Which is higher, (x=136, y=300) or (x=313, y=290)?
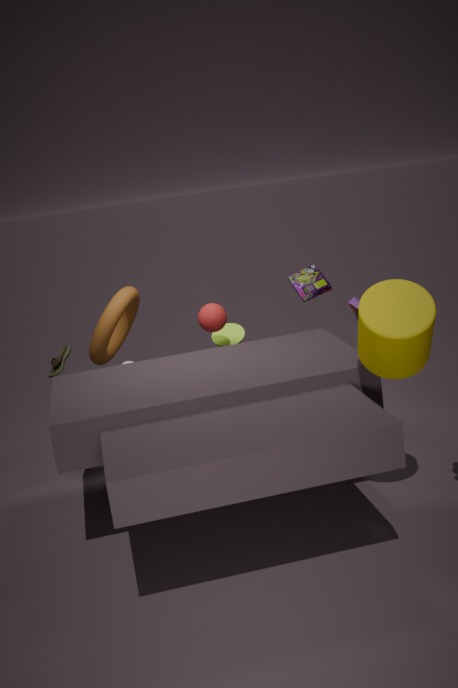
(x=313, y=290)
